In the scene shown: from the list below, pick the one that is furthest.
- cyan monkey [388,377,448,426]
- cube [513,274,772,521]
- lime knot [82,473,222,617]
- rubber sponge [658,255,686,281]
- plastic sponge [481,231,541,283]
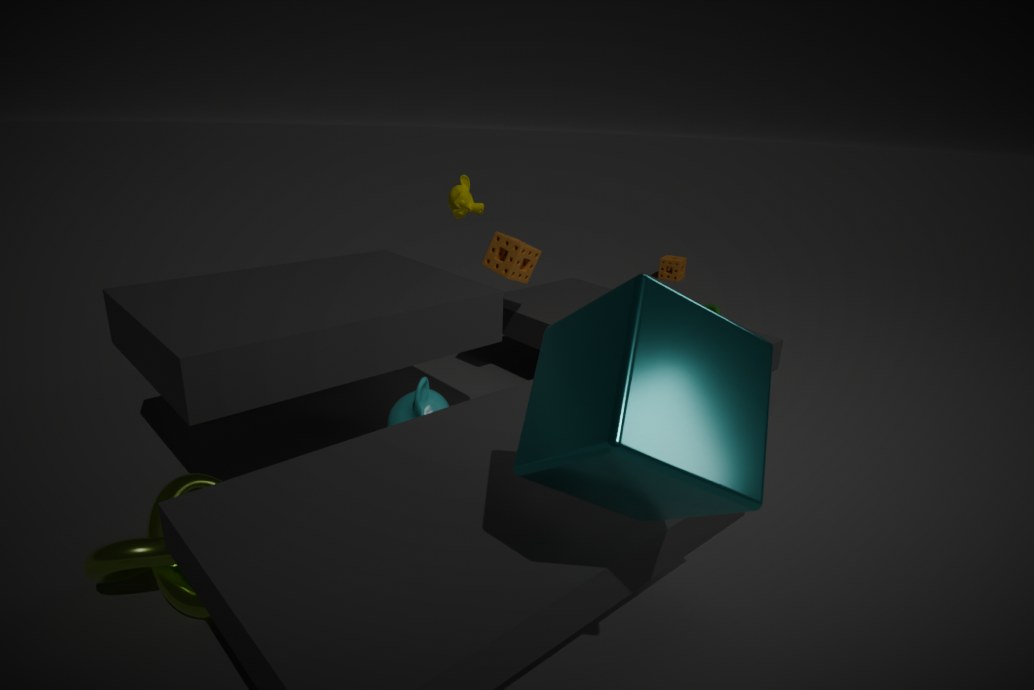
rubber sponge [658,255,686,281]
